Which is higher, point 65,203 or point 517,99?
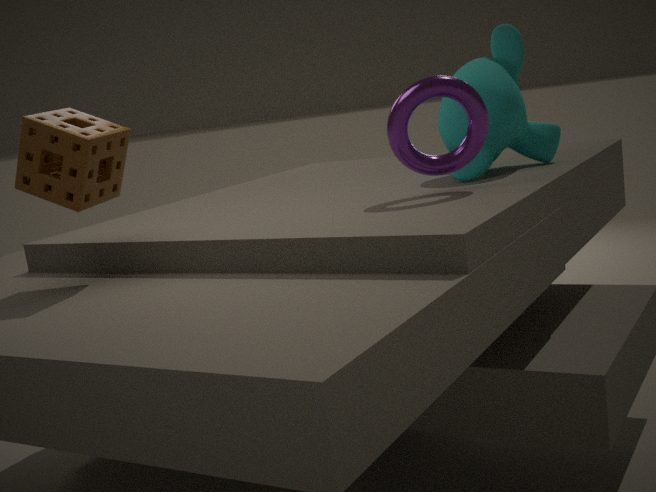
point 65,203
